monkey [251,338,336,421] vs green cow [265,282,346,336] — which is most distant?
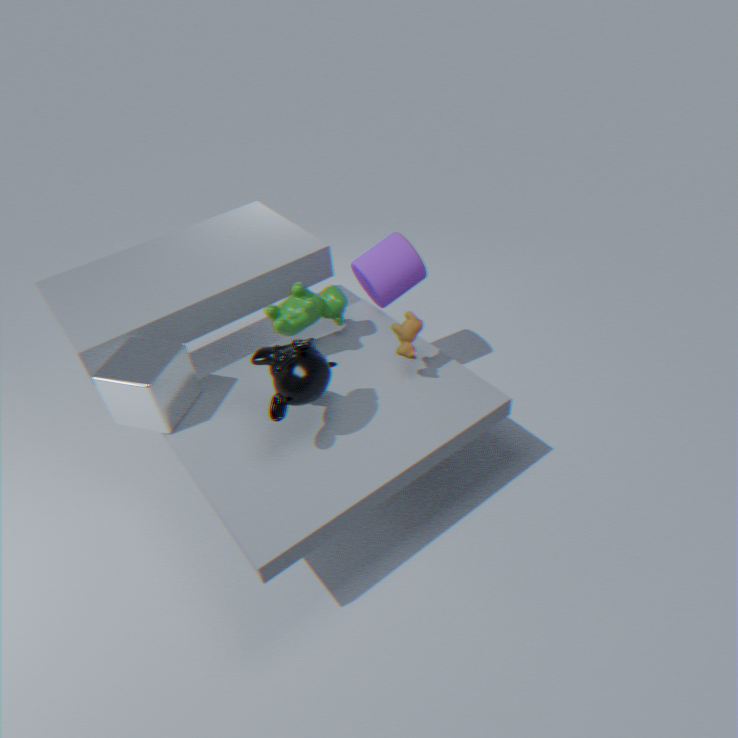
green cow [265,282,346,336]
